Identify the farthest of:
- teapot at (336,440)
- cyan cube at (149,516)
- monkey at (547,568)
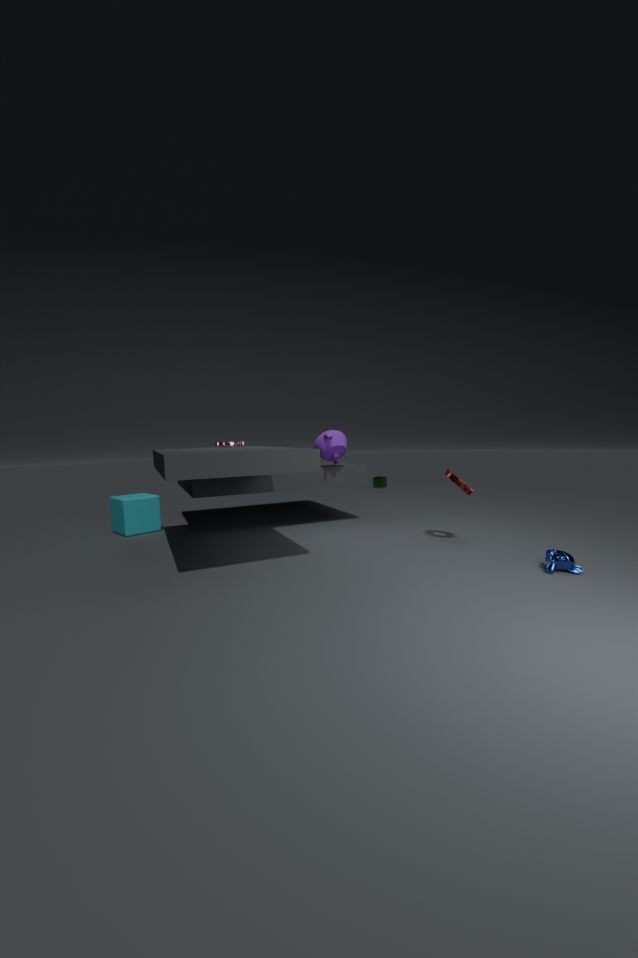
teapot at (336,440)
